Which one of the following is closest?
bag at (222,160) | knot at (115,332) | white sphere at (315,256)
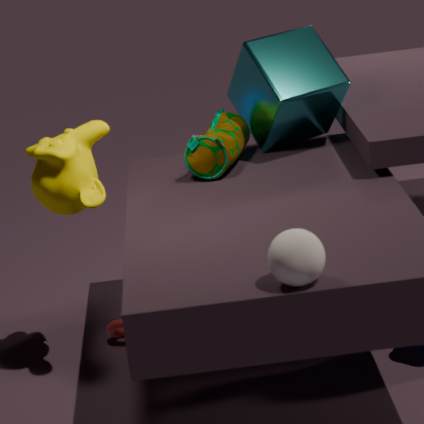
white sphere at (315,256)
